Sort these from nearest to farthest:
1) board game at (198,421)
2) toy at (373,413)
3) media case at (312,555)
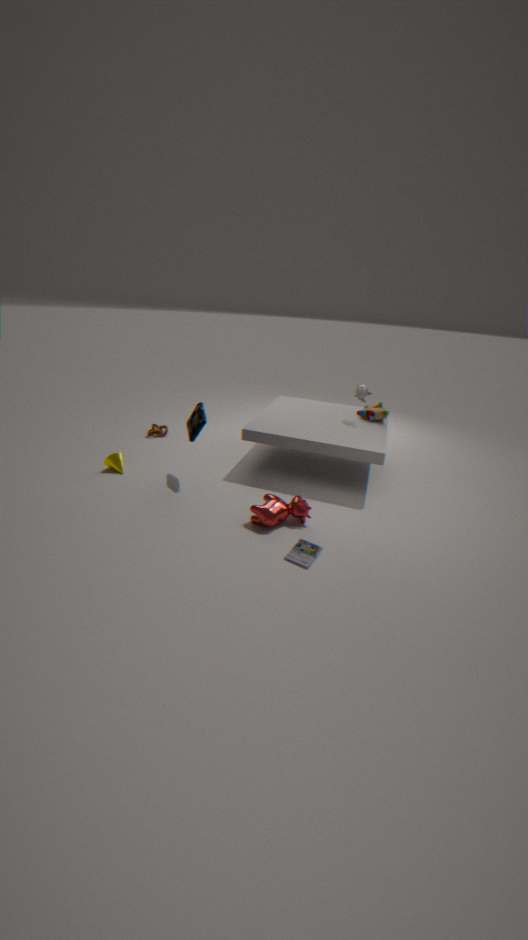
3. media case at (312,555) < 1. board game at (198,421) < 2. toy at (373,413)
